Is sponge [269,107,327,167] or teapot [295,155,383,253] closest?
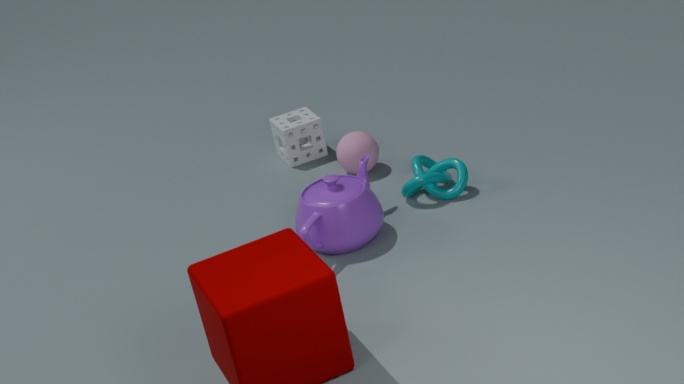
teapot [295,155,383,253]
